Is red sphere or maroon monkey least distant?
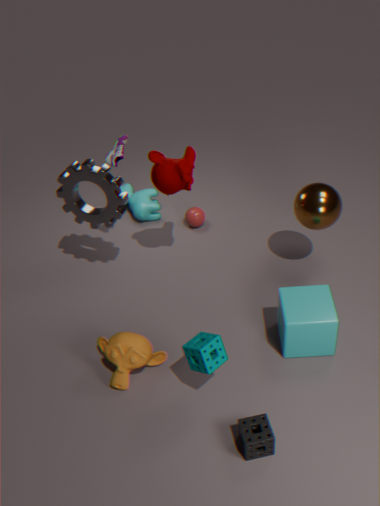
maroon monkey
